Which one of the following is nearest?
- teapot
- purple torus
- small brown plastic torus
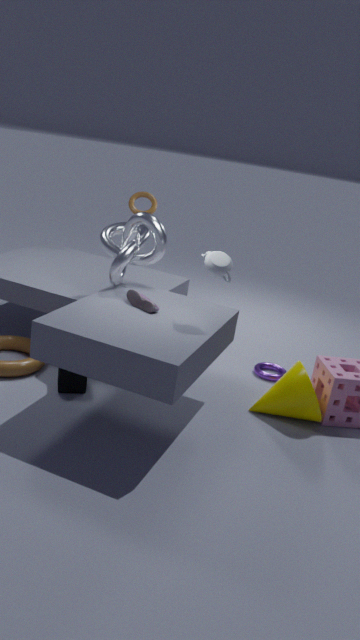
teapot
